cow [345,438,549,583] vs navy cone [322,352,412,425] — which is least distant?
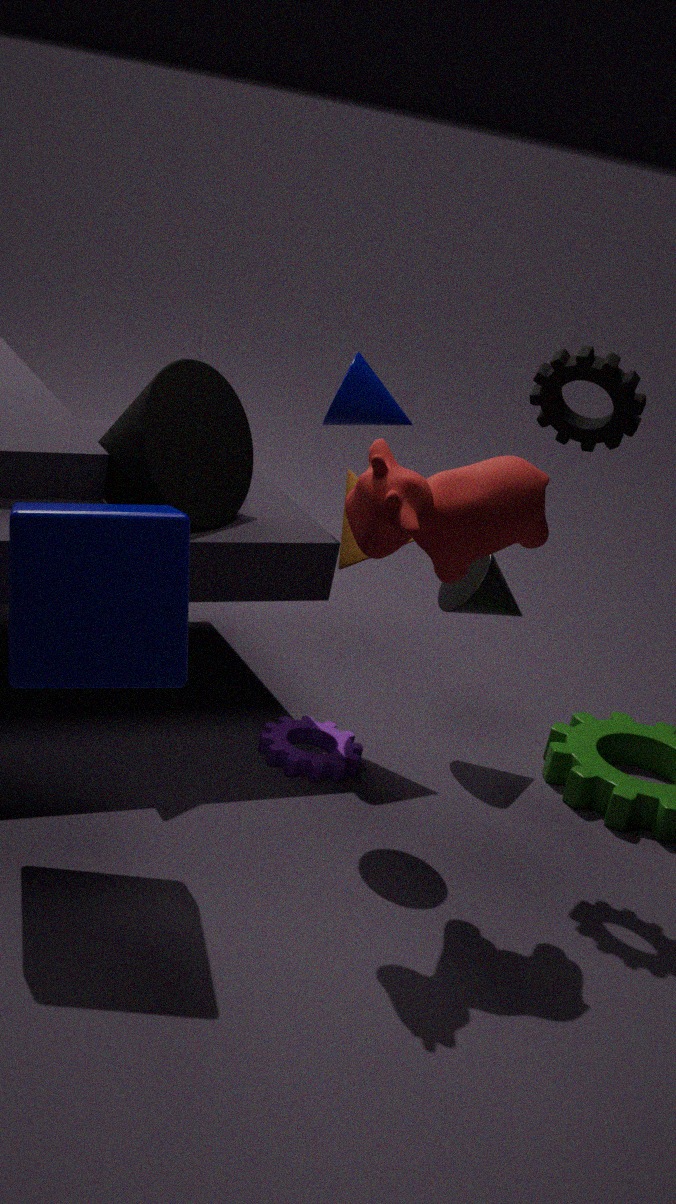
cow [345,438,549,583]
